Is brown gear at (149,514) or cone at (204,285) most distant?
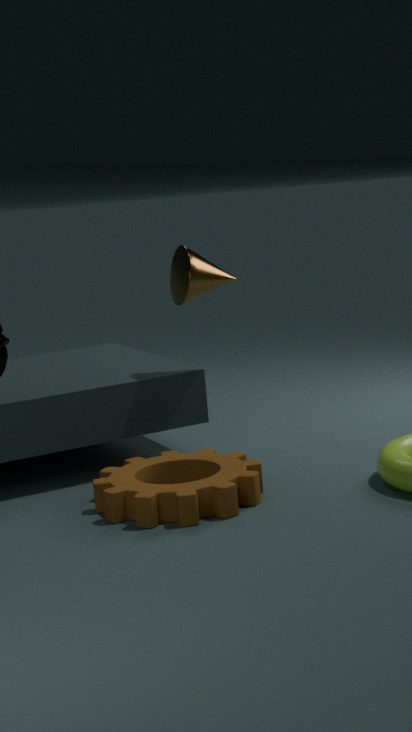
cone at (204,285)
